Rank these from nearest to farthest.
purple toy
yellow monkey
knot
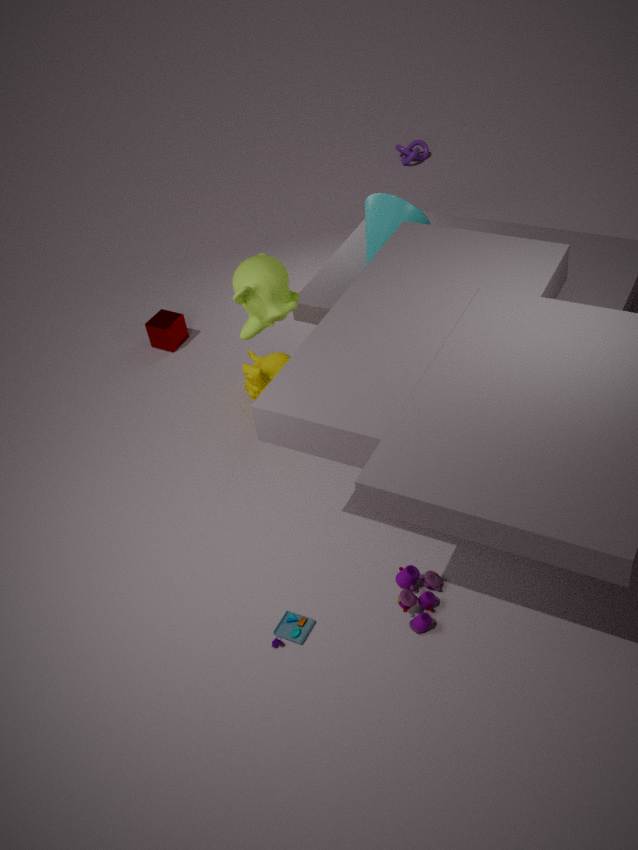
purple toy < yellow monkey < knot
